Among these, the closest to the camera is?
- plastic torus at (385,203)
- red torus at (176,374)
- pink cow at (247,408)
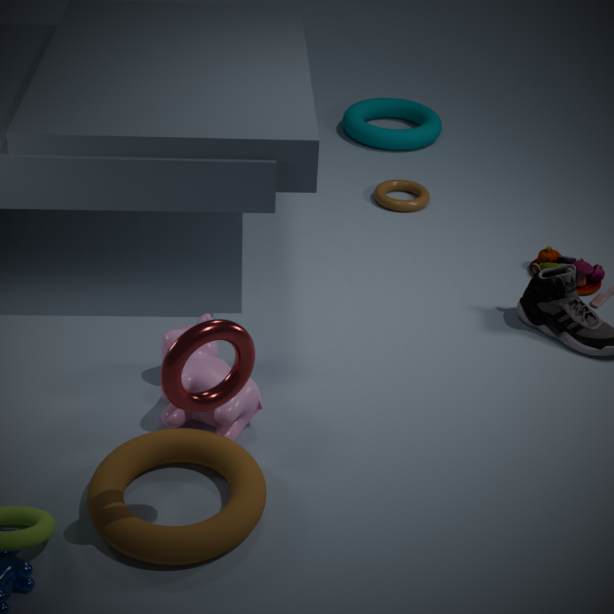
red torus at (176,374)
